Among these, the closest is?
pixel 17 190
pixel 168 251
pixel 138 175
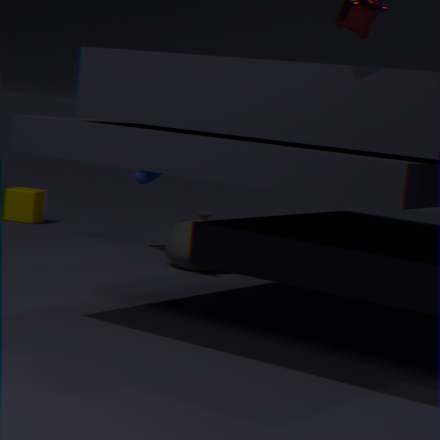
pixel 168 251
